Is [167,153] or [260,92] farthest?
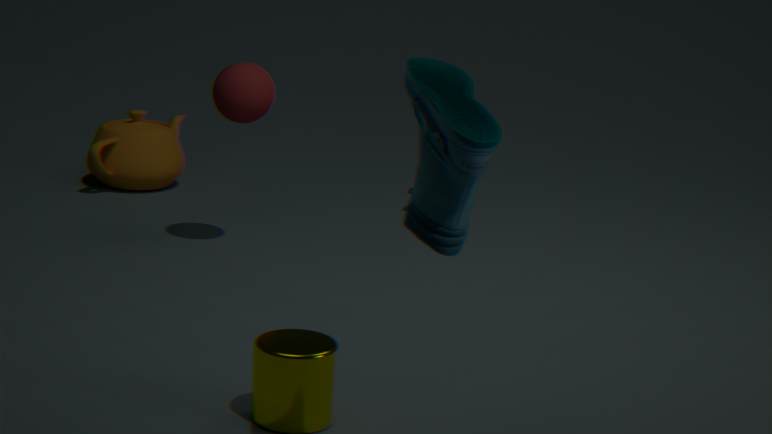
[167,153]
